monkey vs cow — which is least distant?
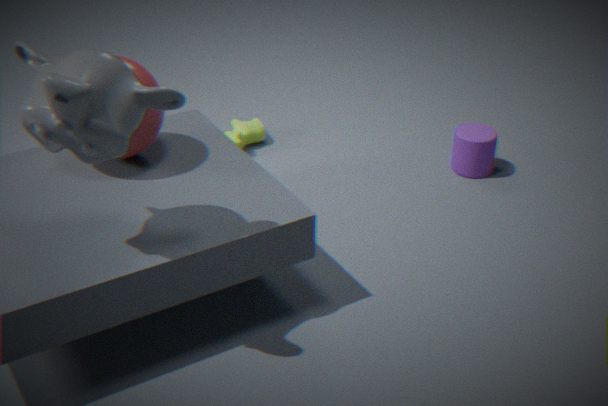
monkey
